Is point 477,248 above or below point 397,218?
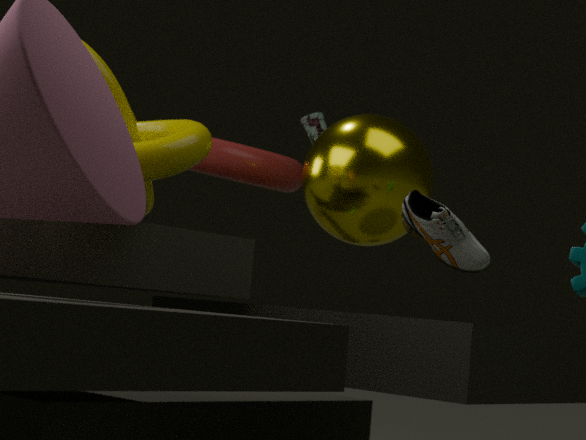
below
